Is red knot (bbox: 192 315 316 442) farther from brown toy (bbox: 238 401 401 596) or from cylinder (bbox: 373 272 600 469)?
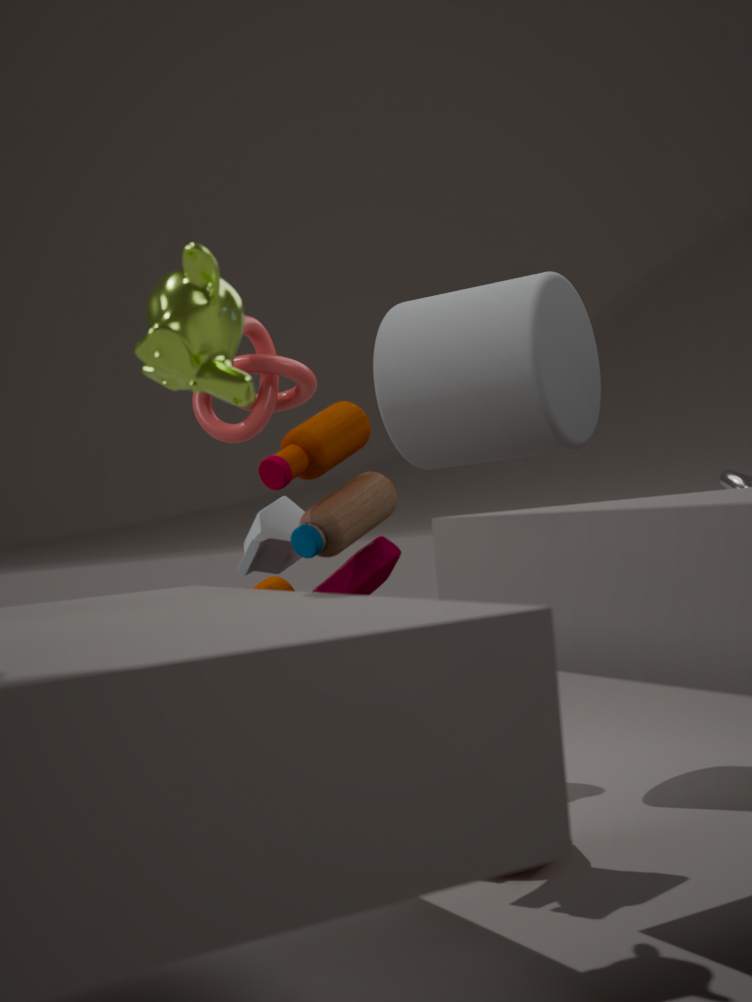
brown toy (bbox: 238 401 401 596)
